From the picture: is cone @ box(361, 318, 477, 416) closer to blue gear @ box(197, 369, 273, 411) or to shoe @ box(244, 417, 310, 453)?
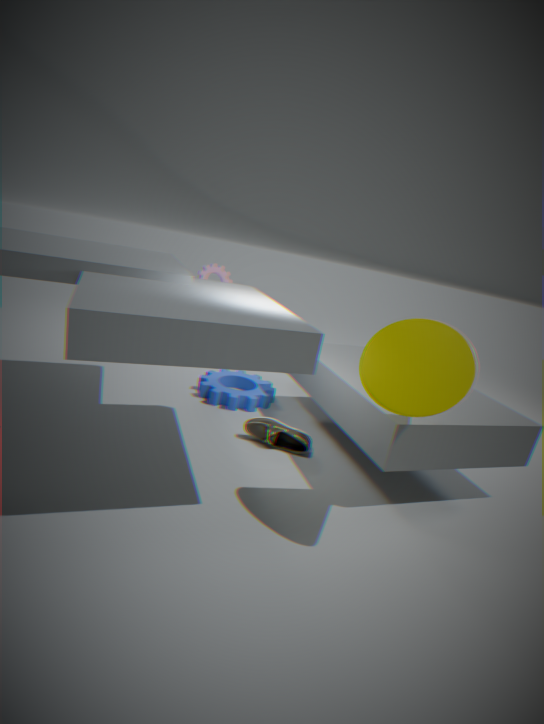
shoe @ box(244, 417, 310, 453)
